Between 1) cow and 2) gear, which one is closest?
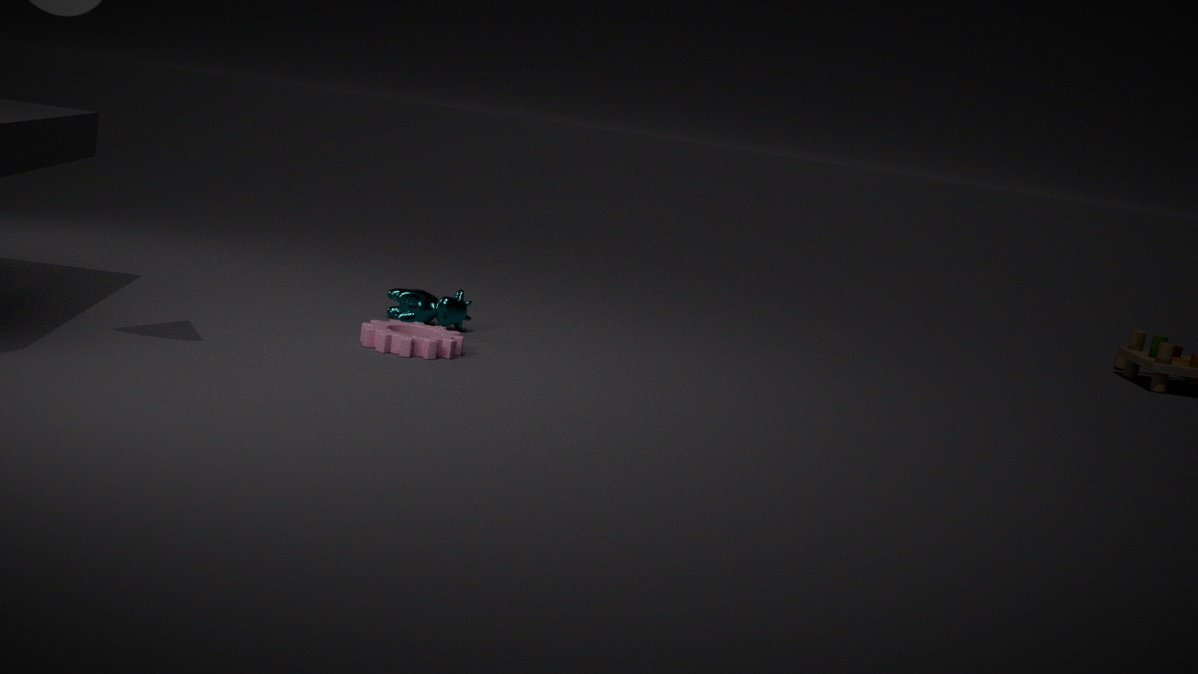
2. gear
